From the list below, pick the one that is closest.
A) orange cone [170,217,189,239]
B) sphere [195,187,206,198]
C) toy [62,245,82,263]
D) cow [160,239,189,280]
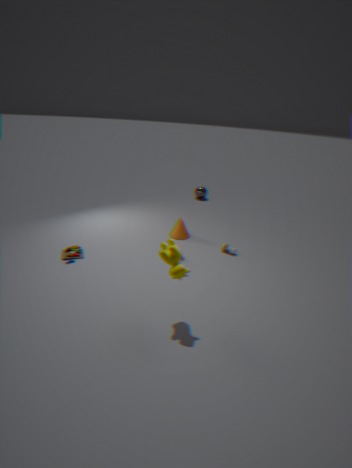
cow [160,239,189,280]
